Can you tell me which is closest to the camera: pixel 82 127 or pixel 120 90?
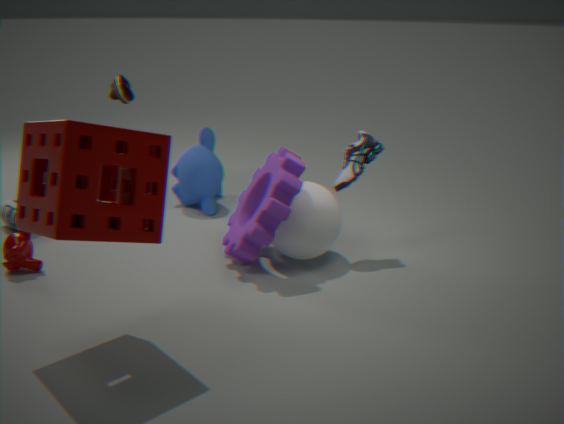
pixel 82 127
